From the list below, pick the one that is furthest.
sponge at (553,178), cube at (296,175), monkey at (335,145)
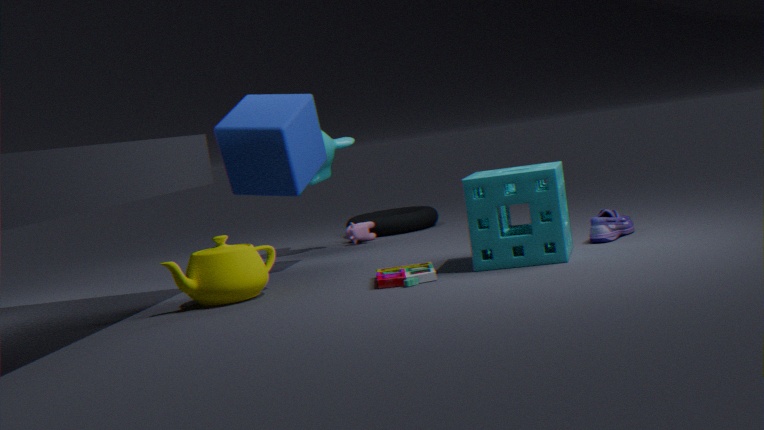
monkey at (335,145)
